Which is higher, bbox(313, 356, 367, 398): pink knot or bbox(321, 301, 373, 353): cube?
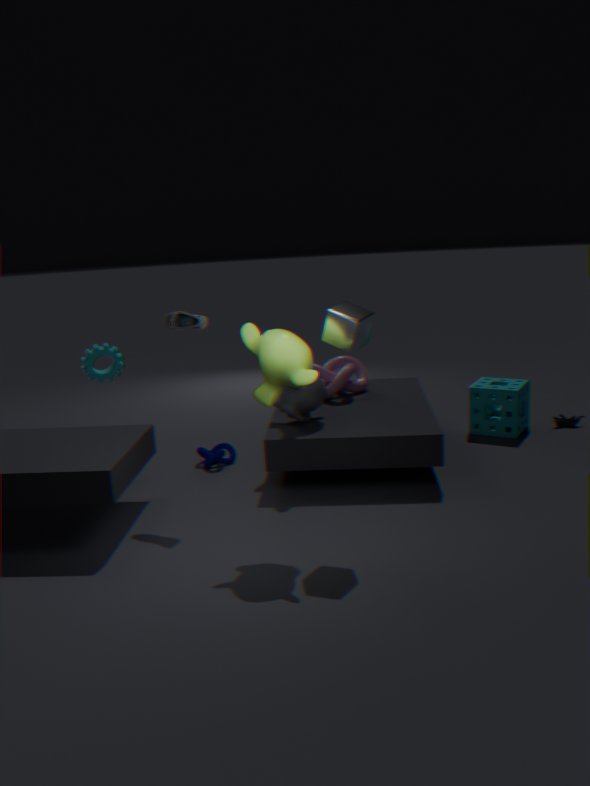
bbox(321, 301, 373, 353): cube
